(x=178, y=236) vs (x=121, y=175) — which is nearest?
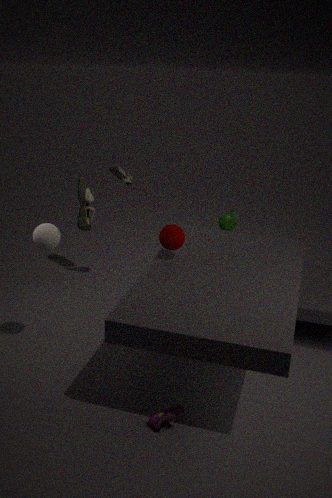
(x=178, y=236)
